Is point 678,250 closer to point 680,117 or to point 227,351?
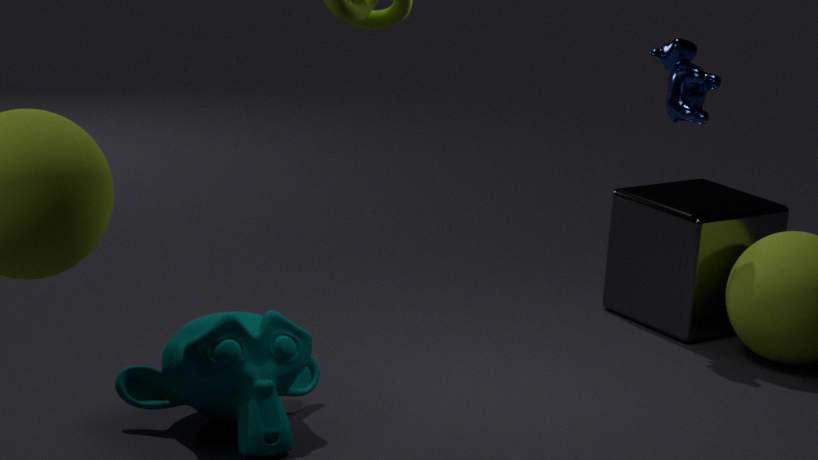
point 680,117
